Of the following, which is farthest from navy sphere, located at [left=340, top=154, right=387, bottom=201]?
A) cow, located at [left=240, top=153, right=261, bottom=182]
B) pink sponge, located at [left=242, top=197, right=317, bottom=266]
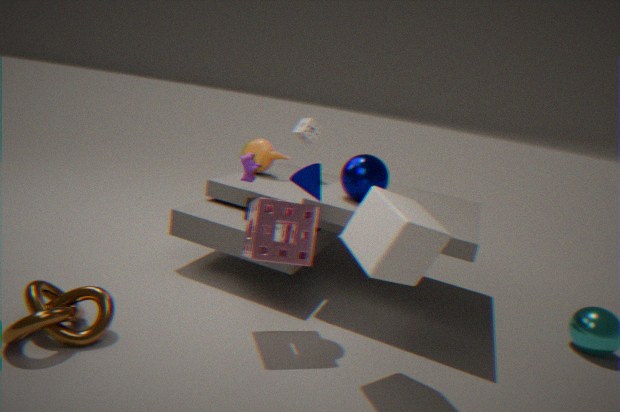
cow, located at [left=240, top=153, right=261, bottom=182]
